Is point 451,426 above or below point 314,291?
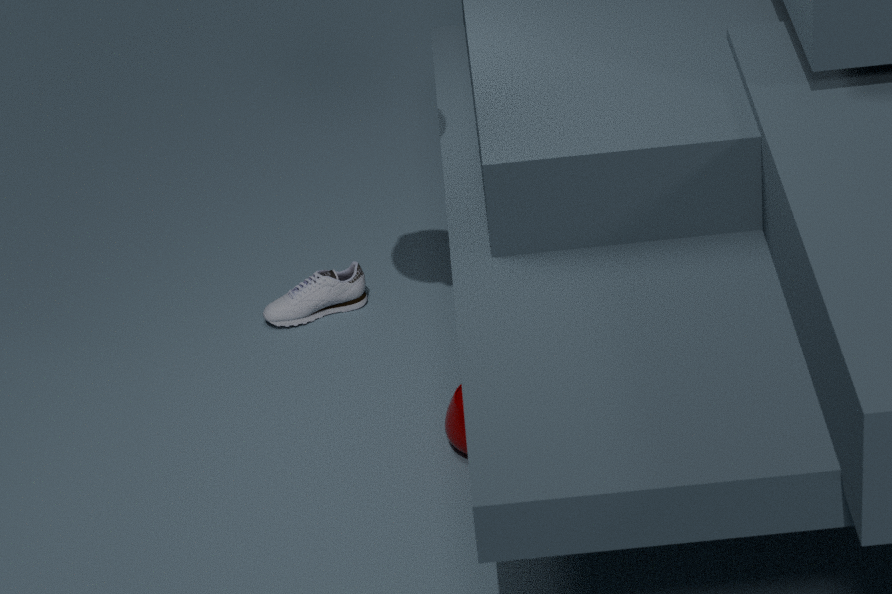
above
